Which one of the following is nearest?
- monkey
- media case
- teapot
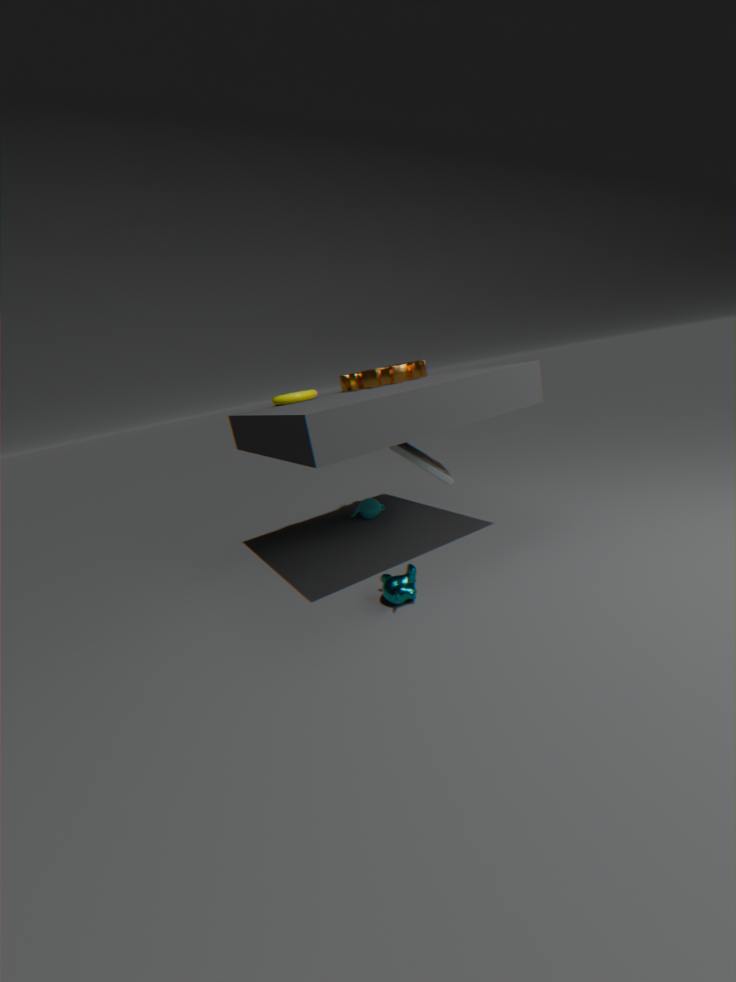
monkey
